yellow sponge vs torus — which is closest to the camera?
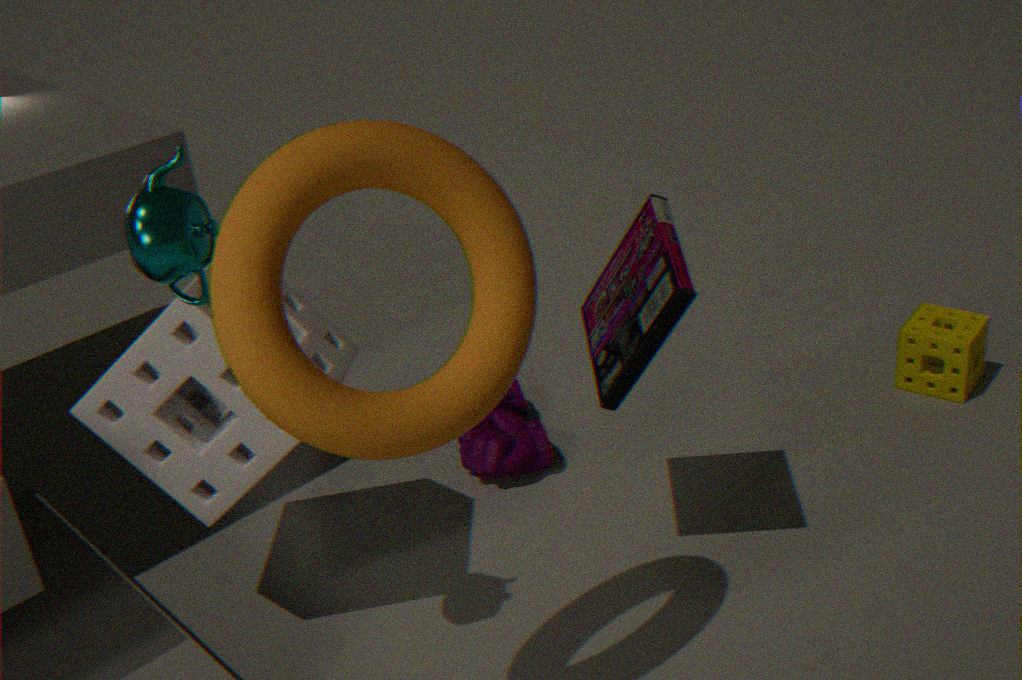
torus
